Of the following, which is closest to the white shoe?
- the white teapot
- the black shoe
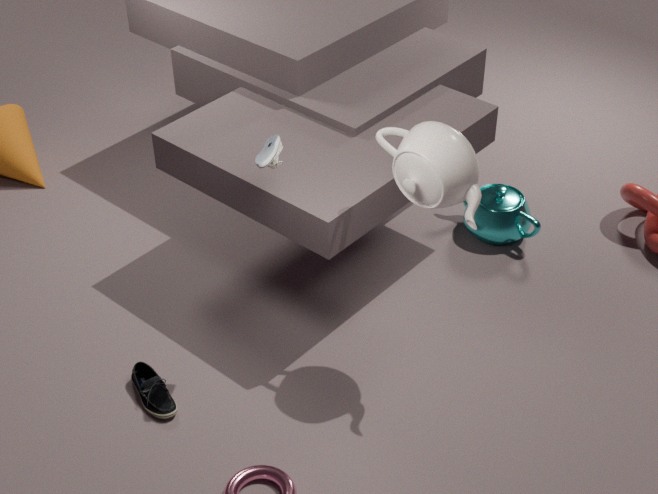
the white teapot
